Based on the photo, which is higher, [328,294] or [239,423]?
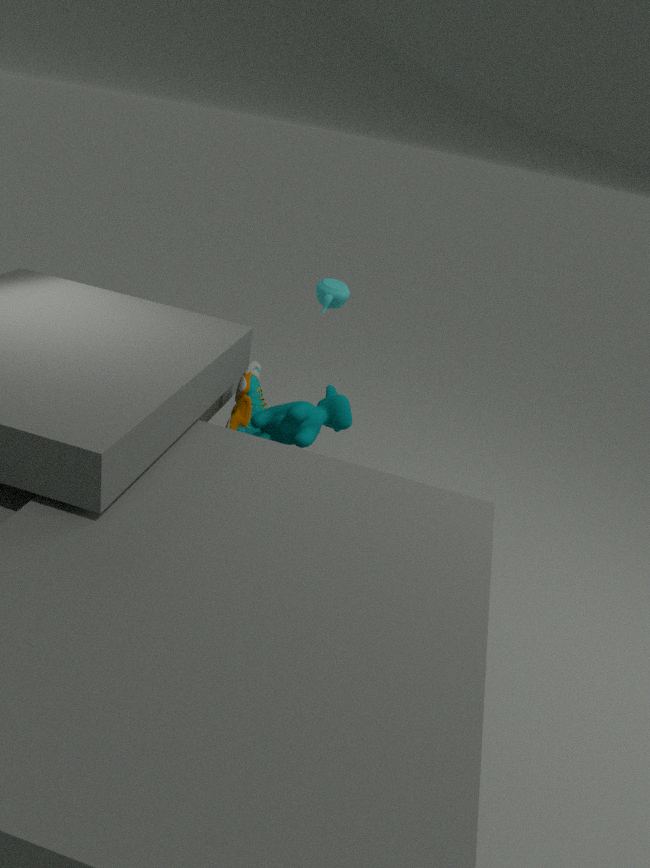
[328,294]
